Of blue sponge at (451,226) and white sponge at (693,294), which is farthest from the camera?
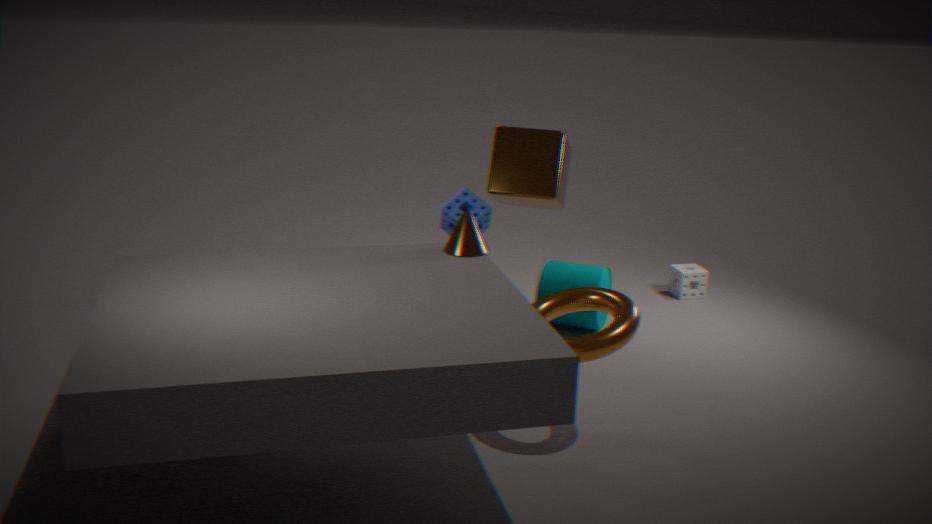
white sponge at (693,294)
